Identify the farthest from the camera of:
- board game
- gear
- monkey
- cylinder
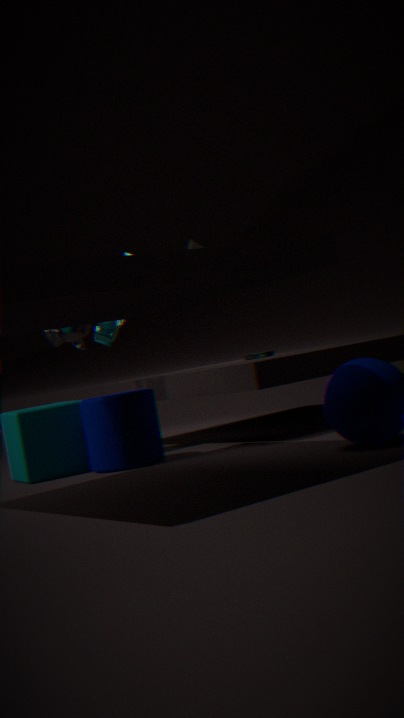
board game
